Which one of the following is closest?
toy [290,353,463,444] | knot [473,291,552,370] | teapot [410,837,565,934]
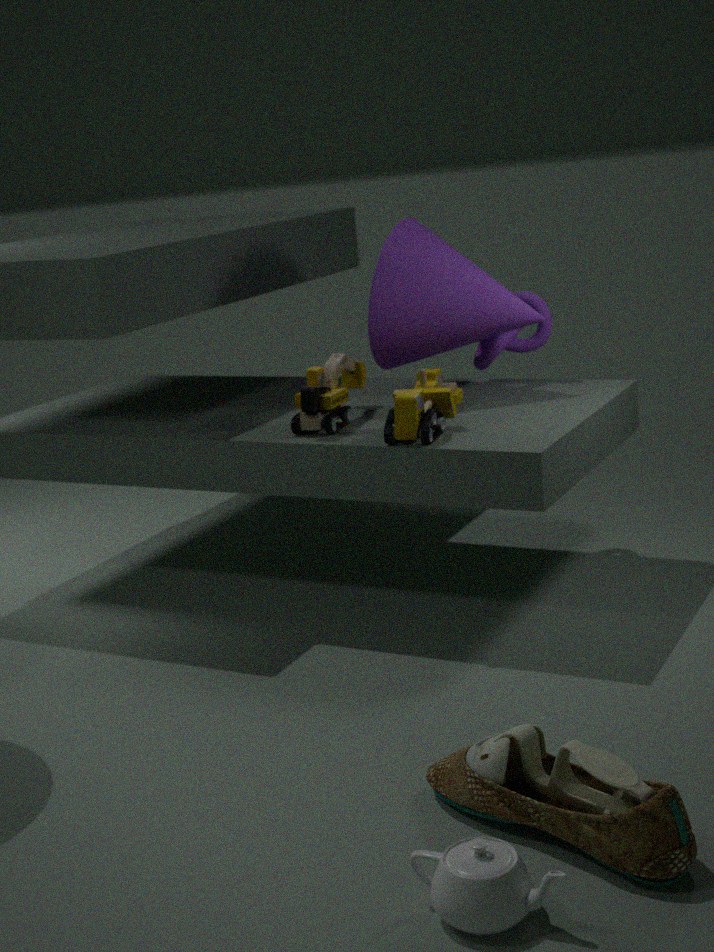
teapot [410,837,565,934]
